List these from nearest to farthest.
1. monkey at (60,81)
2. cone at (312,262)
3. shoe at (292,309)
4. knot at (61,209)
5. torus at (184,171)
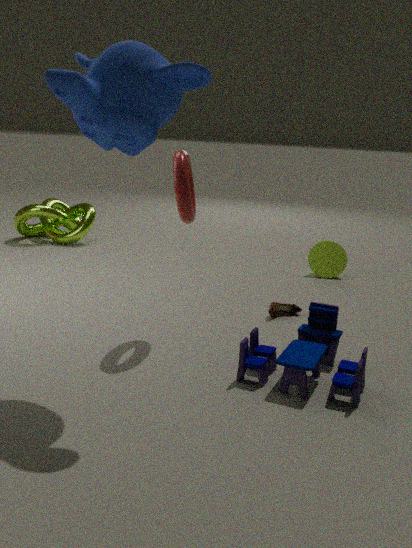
monkey at (60,81) < torus at (184,171) < shoe at (292,309) < cone at (312,262) < knot at (61,209)
